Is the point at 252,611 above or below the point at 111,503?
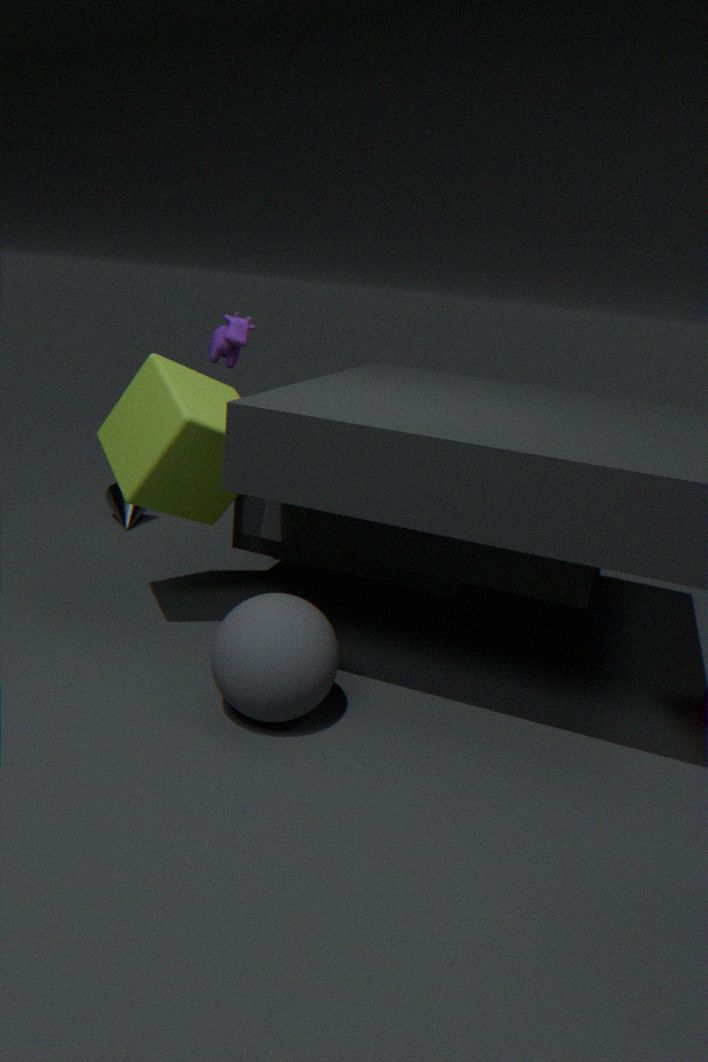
above
